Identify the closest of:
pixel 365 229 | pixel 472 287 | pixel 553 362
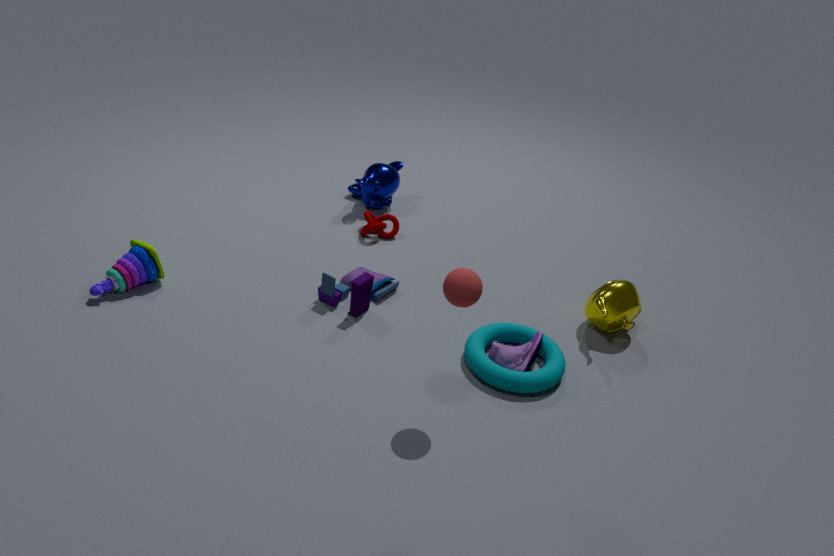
pixel 472 287
